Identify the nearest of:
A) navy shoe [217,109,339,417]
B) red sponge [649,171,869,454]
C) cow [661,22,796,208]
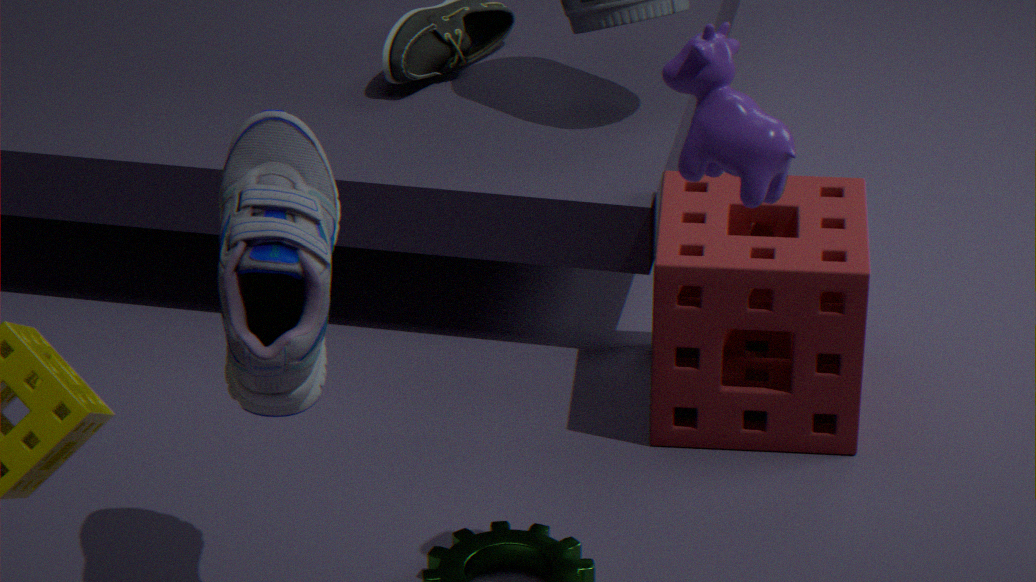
cow [661,22,796,208]
